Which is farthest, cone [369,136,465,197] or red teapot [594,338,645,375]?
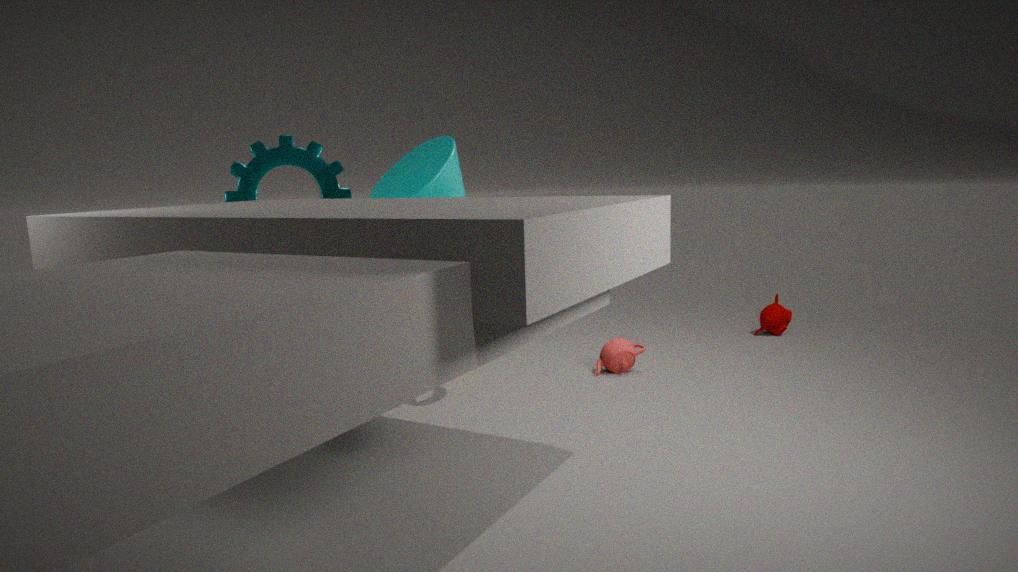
red teapot [594,338,645,375]
